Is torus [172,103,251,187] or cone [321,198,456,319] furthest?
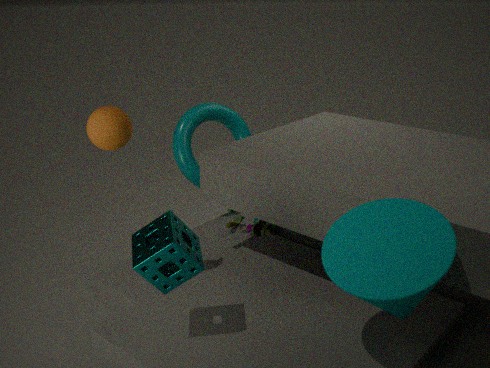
torus [172,103,251,187]
